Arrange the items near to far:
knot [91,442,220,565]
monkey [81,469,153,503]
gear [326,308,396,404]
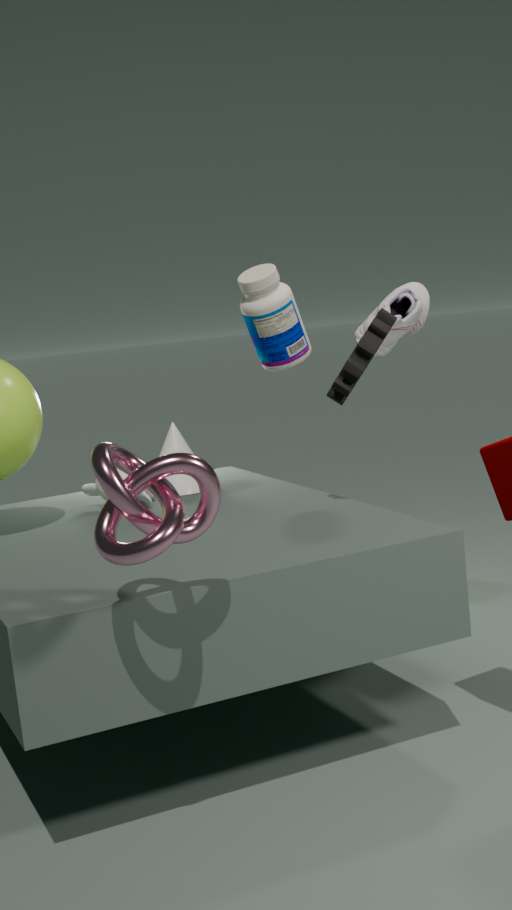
knot [91,442,220,565]
gear [326,308,396,404]
monkey [81,469,153,503]
